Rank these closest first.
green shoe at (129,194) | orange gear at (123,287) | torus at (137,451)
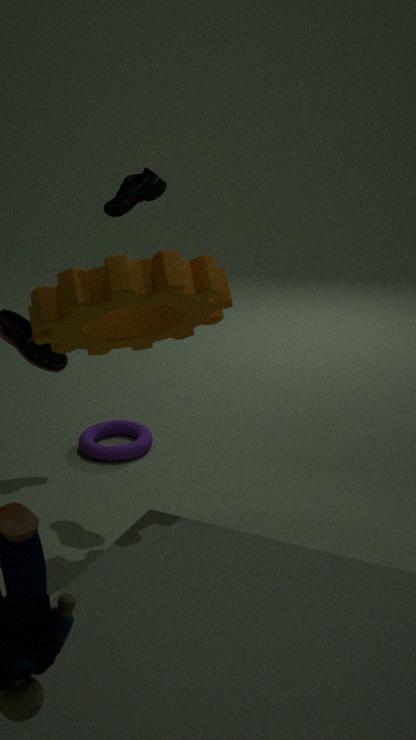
orange gear at (123,287)
green shoe at (129,194)
torus at (137,451)
